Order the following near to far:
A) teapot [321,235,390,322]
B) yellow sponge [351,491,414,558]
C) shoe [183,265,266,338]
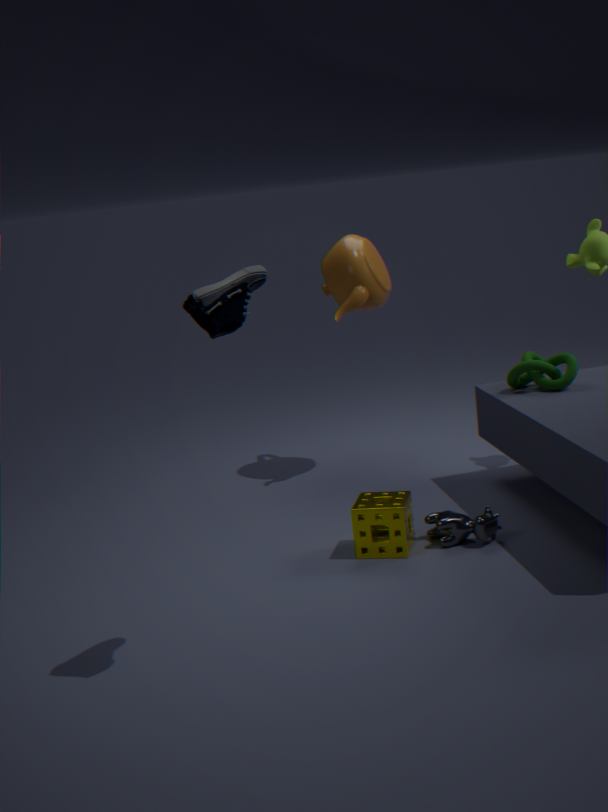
shoe [183,265,266,338] → yellow sponge [351,491,414,558] → teapot [321,235,390,322]
